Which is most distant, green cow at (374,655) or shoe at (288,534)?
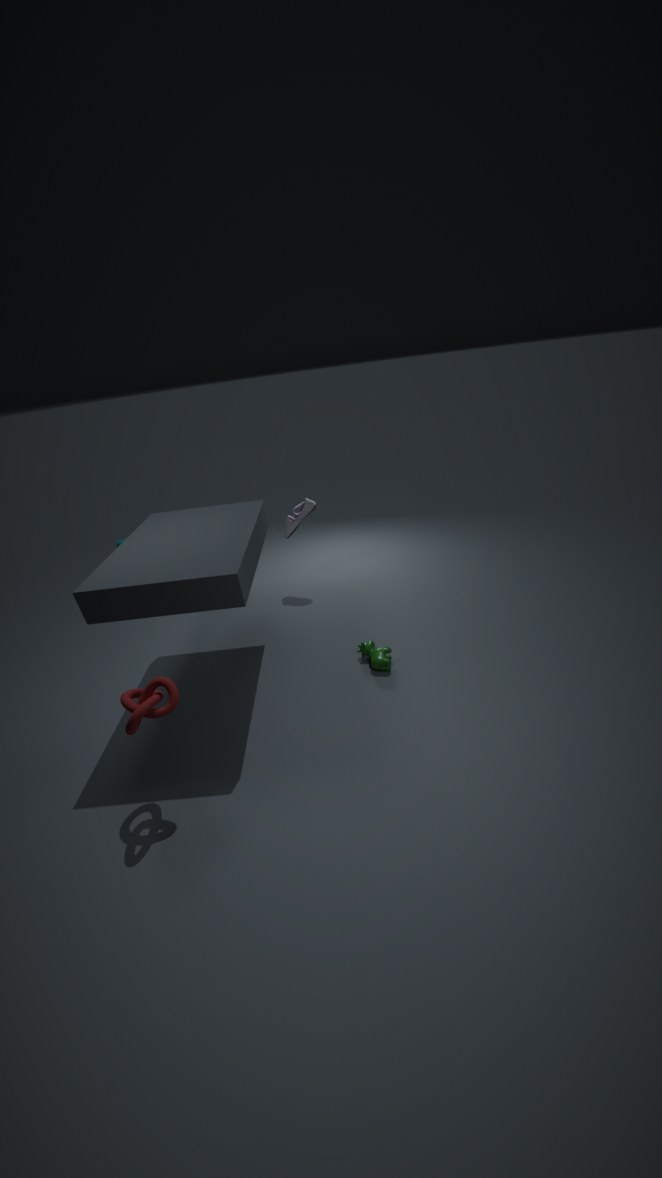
shoe at (288,534)
